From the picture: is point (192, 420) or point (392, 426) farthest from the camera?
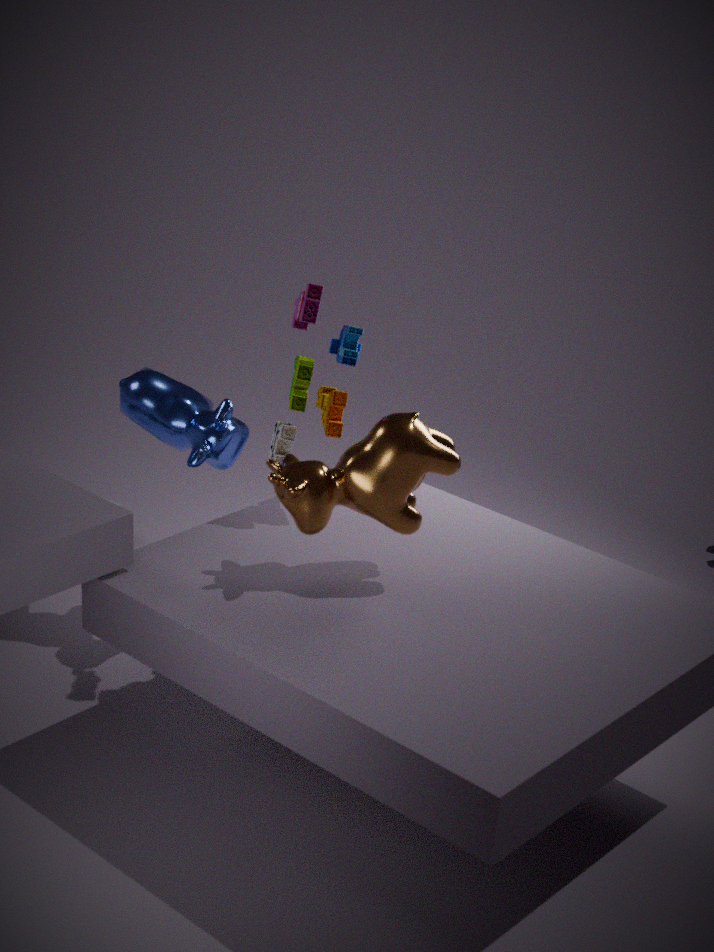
point (192, 420)
